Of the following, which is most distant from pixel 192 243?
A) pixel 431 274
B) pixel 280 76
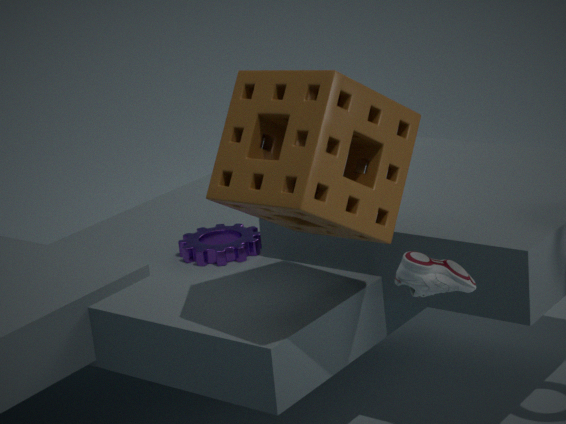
pixel 431 274
